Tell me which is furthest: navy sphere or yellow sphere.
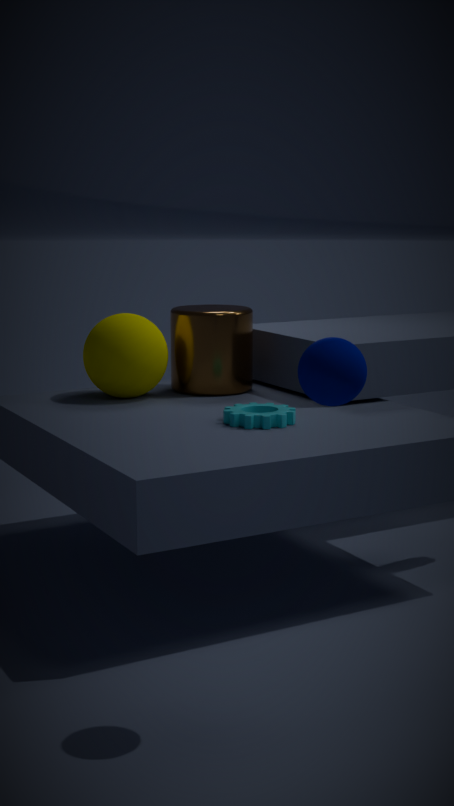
yellow sphere
